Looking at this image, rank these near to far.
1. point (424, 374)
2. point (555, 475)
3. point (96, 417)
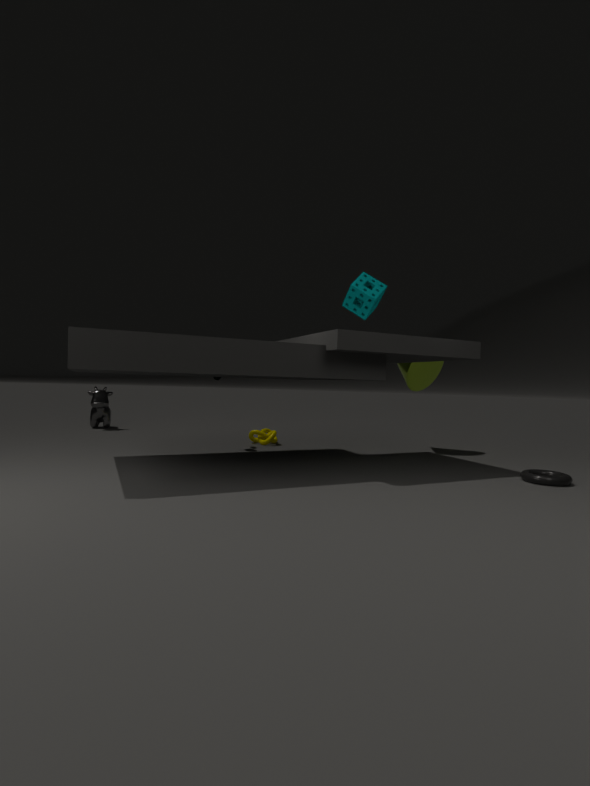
point (555, 475) → point (424, 374) → point (96, 417)
